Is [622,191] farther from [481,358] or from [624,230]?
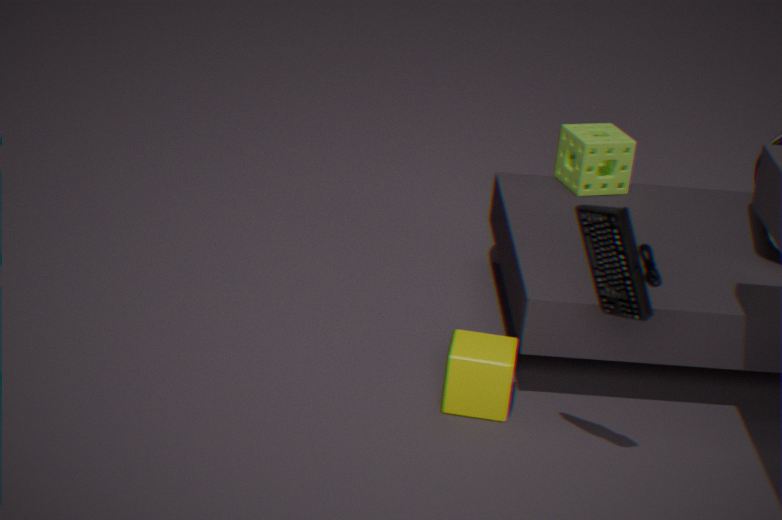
[624,230]
